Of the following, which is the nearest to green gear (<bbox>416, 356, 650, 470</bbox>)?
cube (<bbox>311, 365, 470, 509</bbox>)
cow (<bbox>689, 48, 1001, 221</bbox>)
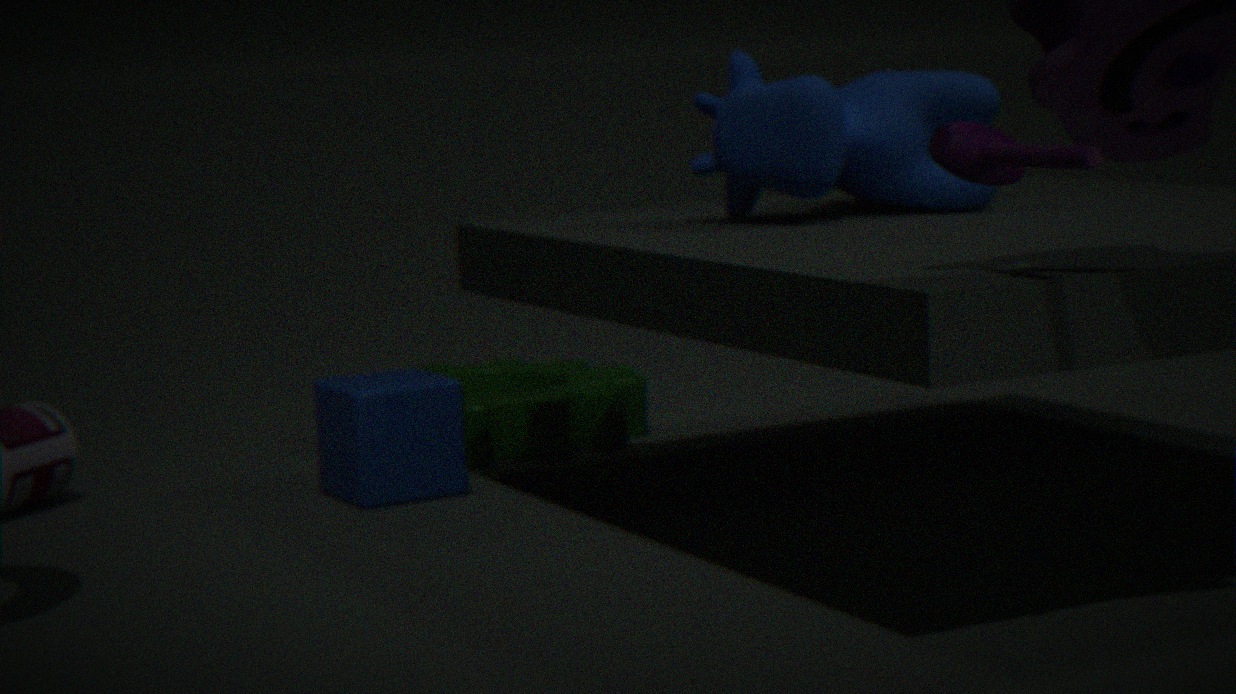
cube (<bbox>311, 365, 470, 509</bbox>)
